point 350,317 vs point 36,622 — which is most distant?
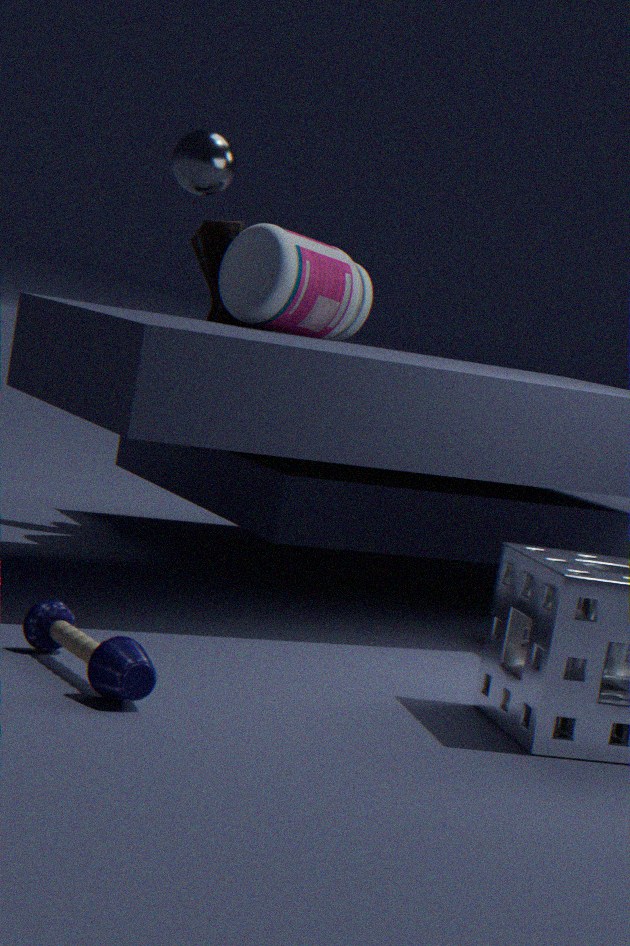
point 350,317
